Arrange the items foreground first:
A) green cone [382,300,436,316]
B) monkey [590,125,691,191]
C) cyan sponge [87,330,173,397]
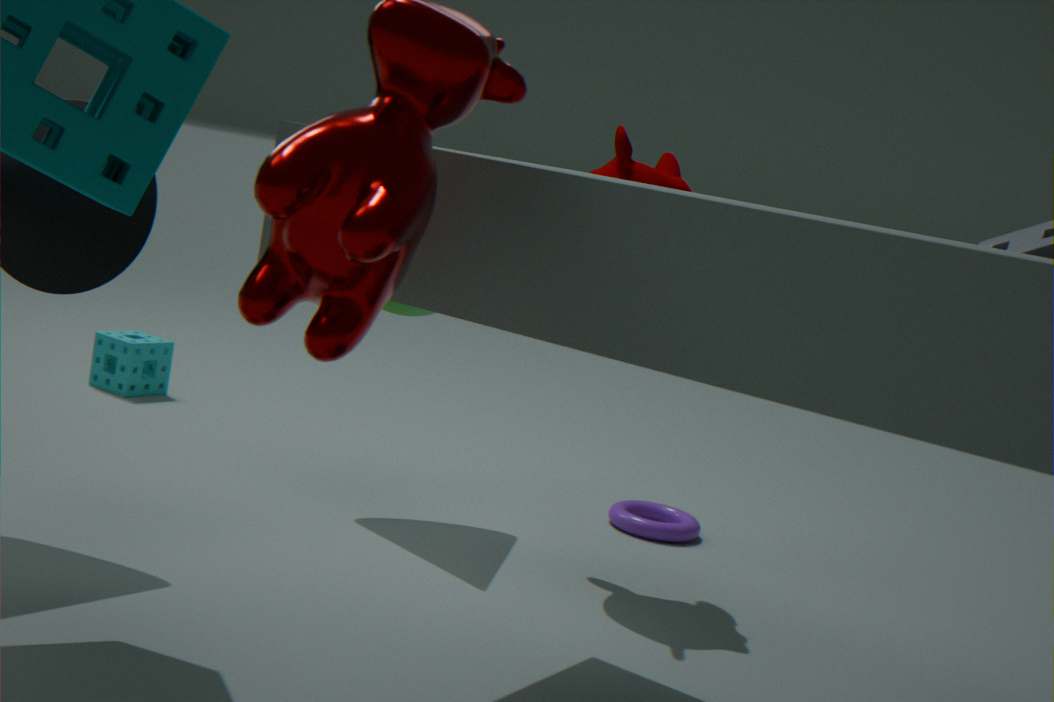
1. monkey [590,125,691,191]
2. green cone [382,300,436,316]
3. cyan sponge [87,330,173,397]
